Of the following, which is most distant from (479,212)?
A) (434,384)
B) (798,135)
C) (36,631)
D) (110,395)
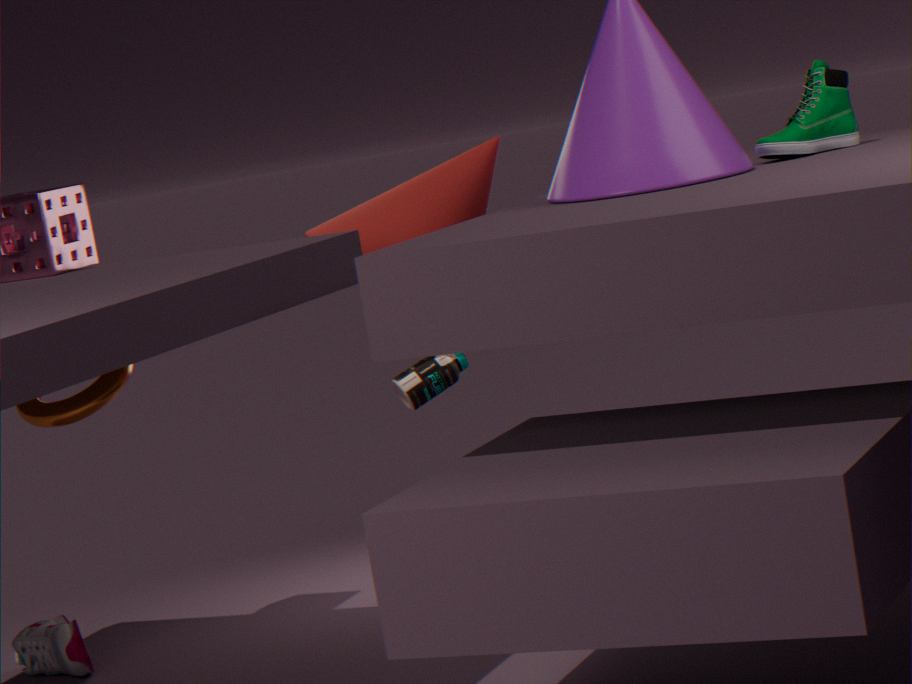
(36,631)
